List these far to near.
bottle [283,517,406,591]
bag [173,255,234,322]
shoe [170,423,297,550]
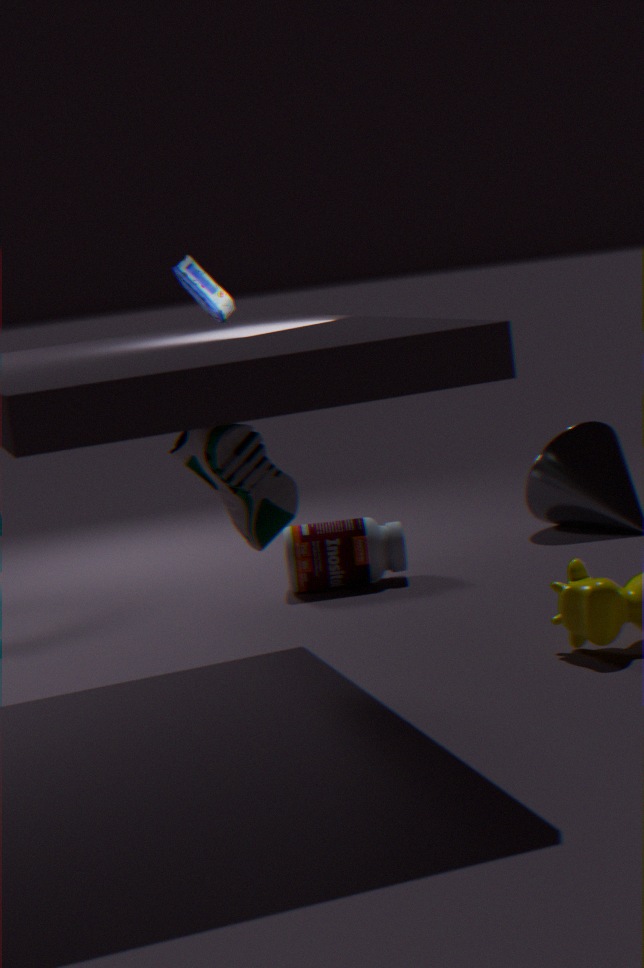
bottle [283,517,406,591] → bag [173,255,234,322] → shoe [170,423,297,550]
